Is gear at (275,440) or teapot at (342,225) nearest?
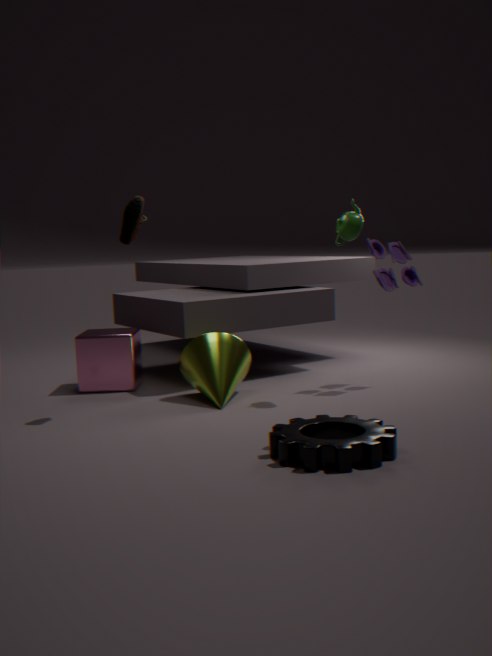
gear at (275,440)
